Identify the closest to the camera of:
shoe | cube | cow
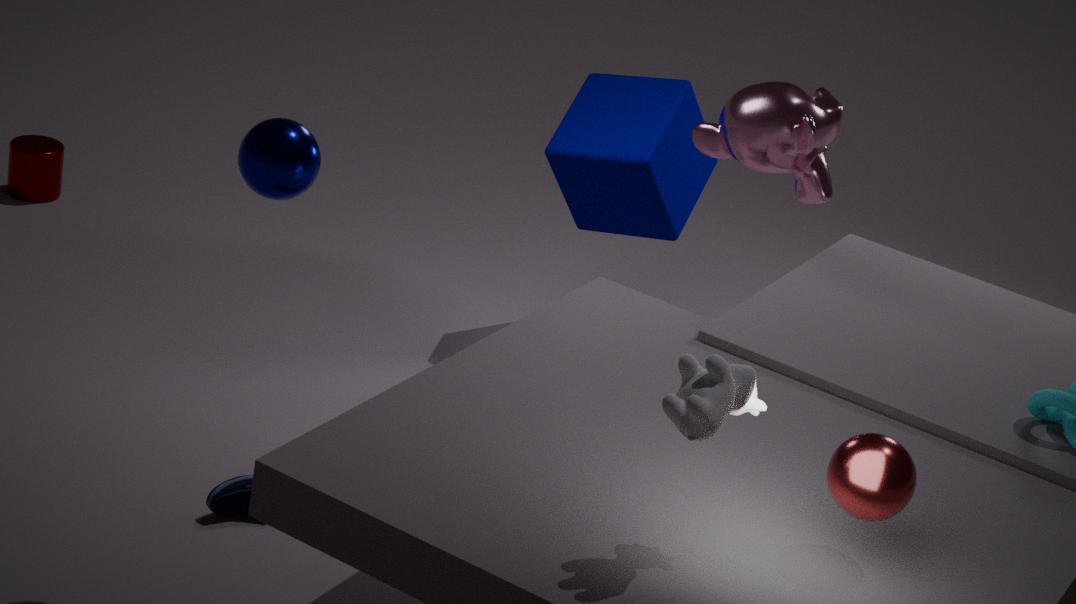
cow
